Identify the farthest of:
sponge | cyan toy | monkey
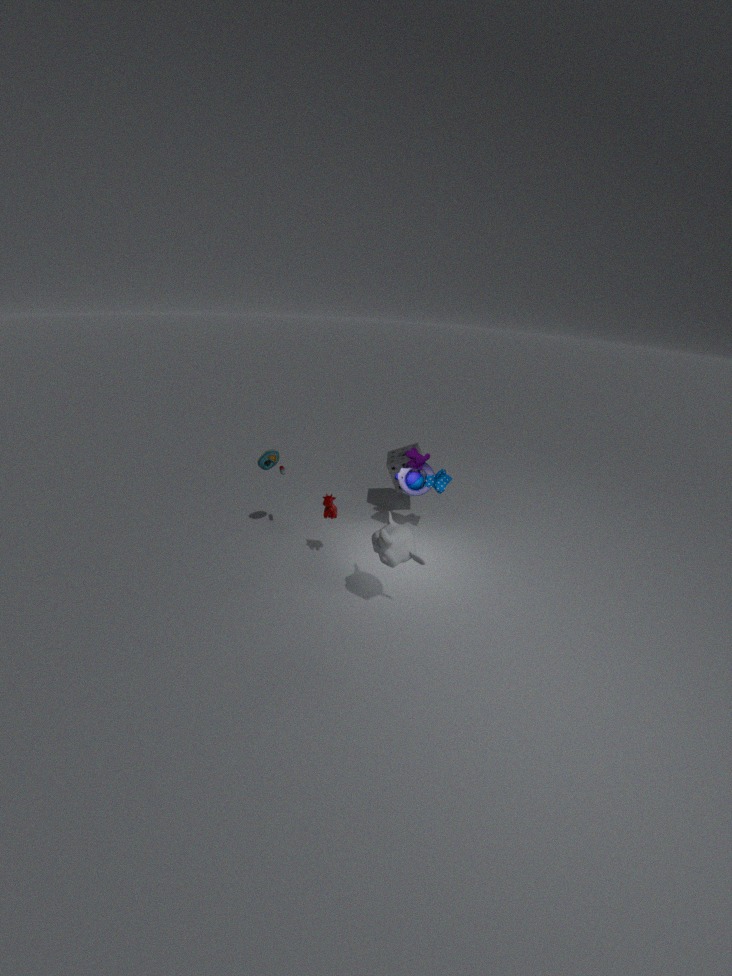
sponge
